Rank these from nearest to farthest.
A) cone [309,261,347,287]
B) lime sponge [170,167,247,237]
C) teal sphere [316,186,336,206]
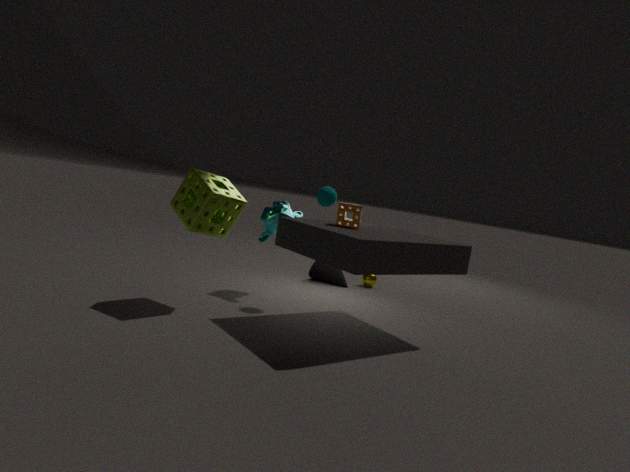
lime sponge [170,167,247,237], teal sphere [316,186,336,206], cone [309,261,347,287]
